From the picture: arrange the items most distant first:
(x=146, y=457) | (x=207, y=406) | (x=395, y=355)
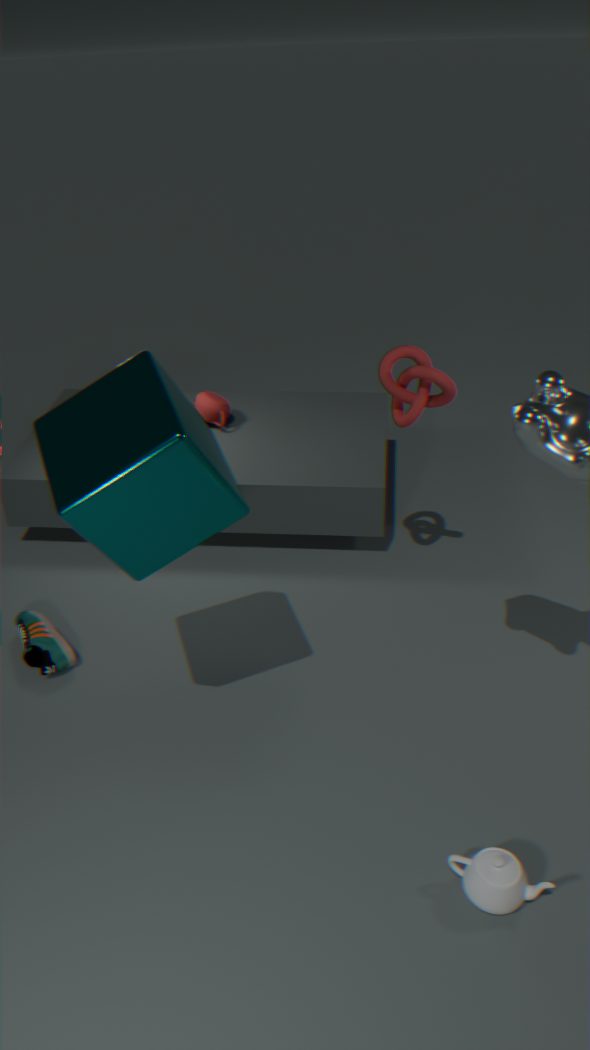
(x=207, y=406)
(x=395, y=355)
(x=146, y=457)
